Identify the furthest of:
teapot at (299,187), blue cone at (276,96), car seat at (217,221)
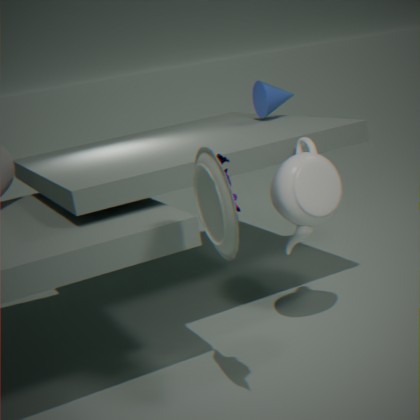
blue cone at (276,96)
